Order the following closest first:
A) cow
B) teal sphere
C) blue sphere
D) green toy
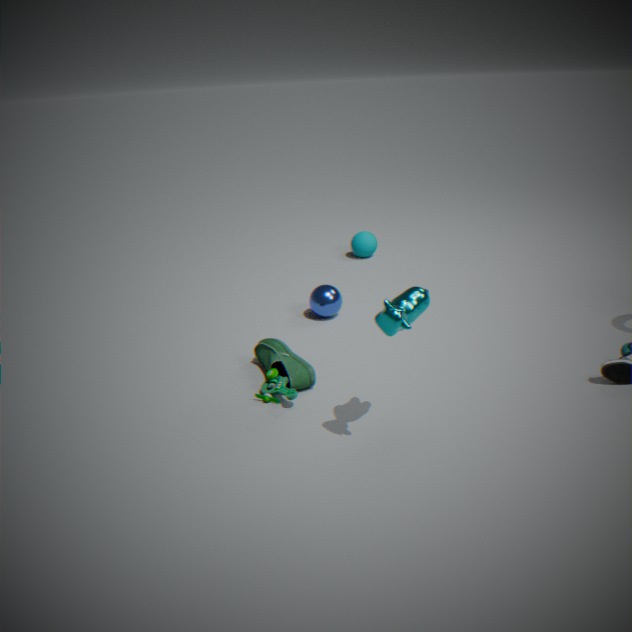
cow
green toy
blue sphere
teal sphere
